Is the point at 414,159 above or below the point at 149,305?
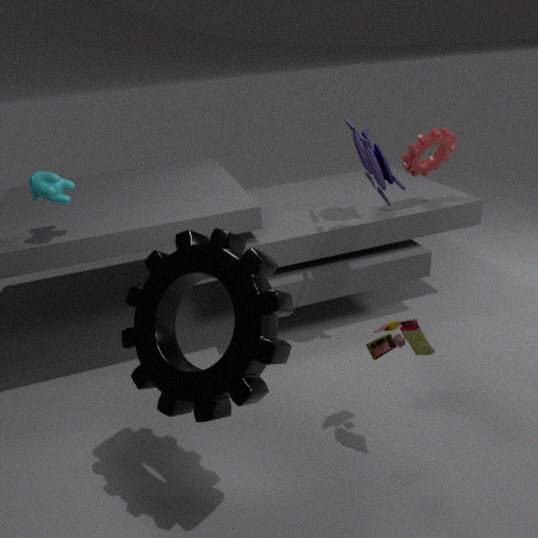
above
